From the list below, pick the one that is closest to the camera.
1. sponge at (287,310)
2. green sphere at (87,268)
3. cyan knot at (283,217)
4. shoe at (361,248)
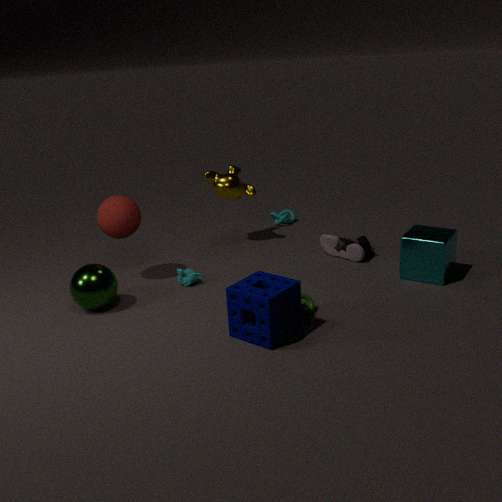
sponge at (287,310)
